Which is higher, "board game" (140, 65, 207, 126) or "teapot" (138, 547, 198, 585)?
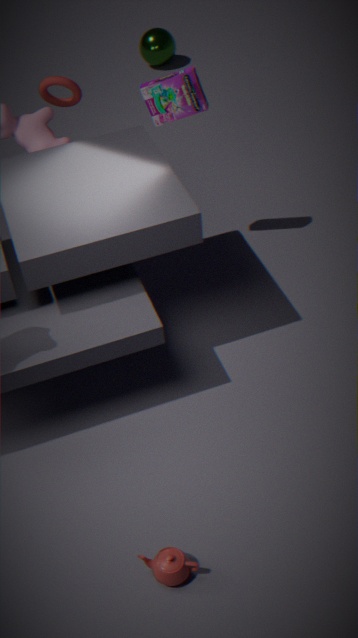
"board game" (140, 65, 207, 126)
